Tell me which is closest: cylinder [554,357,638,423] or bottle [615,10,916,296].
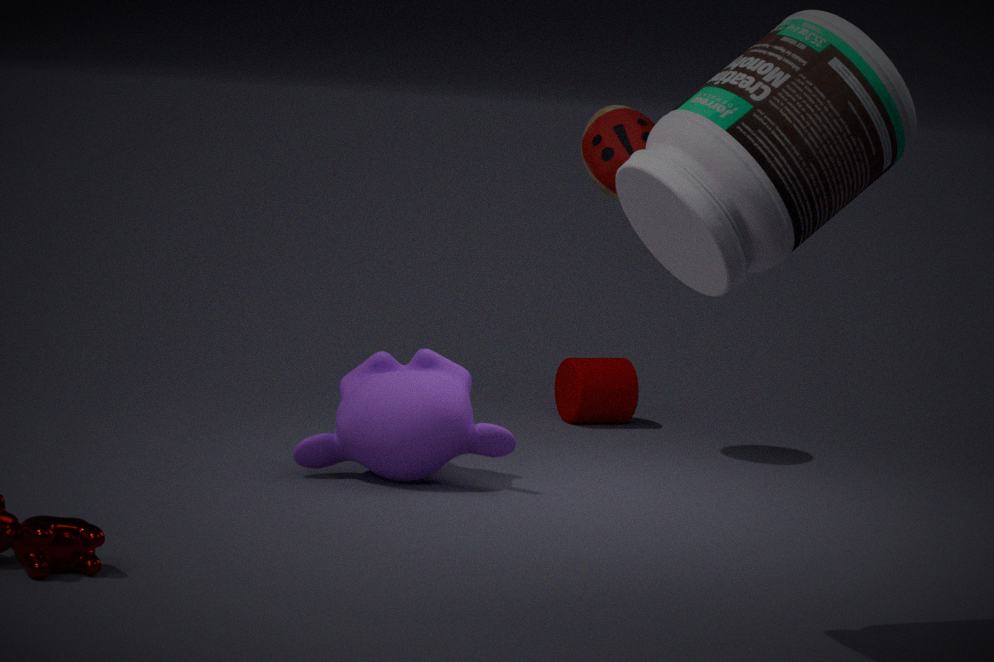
bottle [615,10,916,296]
